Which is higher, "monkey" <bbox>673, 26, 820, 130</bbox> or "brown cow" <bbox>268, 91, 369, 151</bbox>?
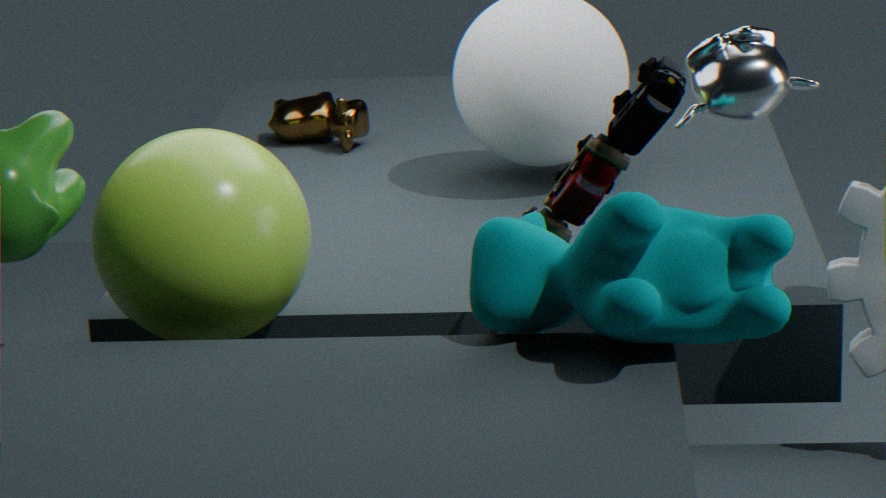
"monkey" <bbox>673, 26, 820, 130</bbox>
